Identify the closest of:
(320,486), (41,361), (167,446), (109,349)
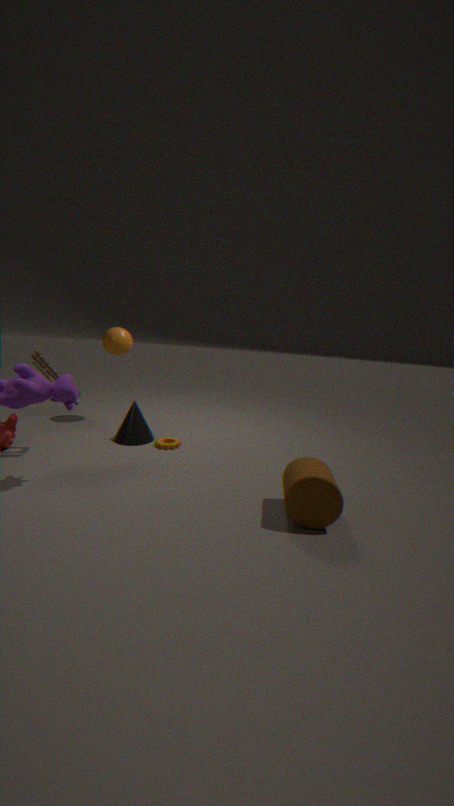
(320,486)
